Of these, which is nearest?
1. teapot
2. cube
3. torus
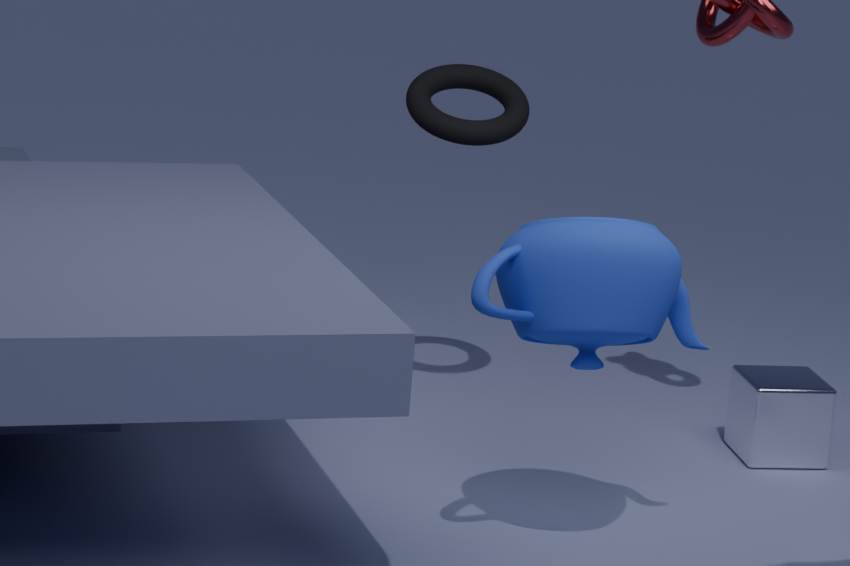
Result: teapot
